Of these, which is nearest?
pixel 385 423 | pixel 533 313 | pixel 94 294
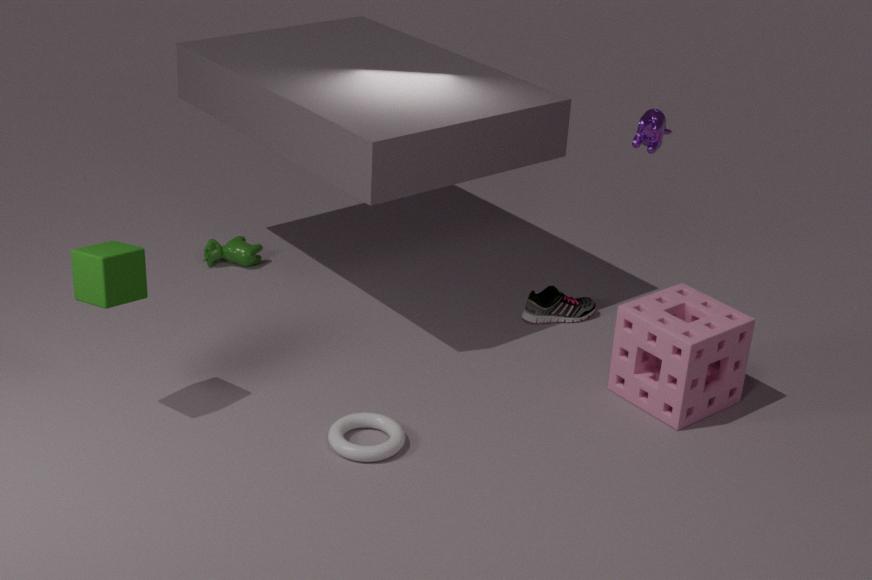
pixel 94 294
